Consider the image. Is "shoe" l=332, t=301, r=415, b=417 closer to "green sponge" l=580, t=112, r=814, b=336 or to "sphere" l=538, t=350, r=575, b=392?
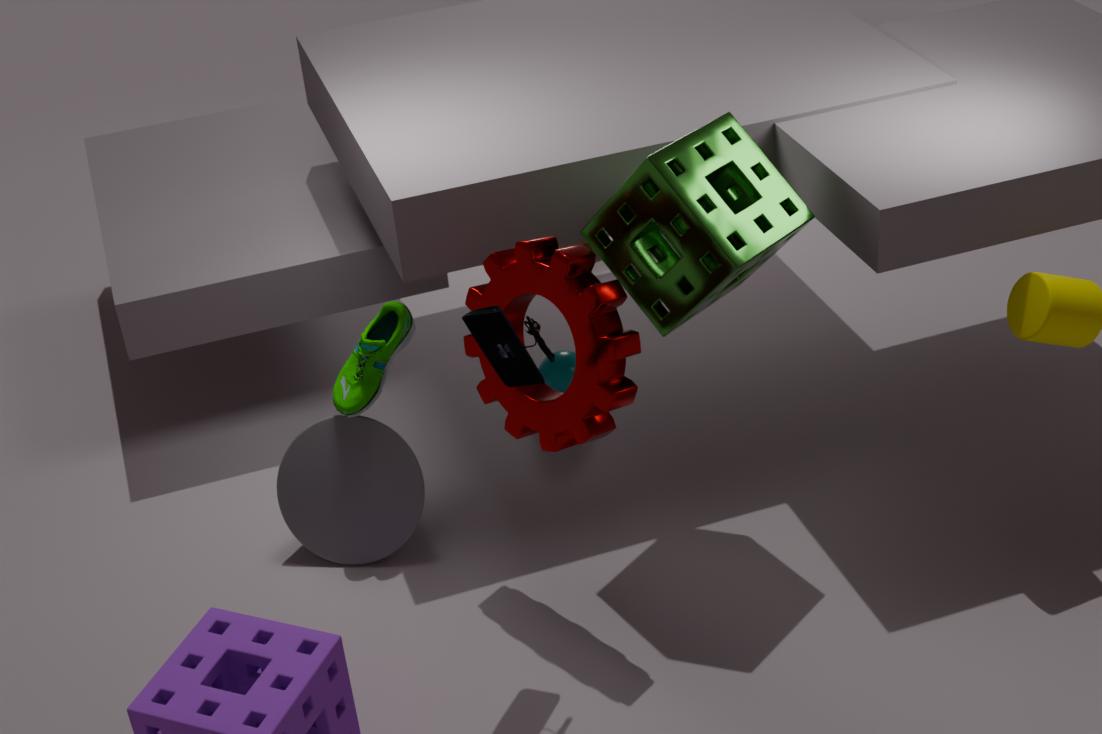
"green sponge" l=580, t=112, r=814, b=336
